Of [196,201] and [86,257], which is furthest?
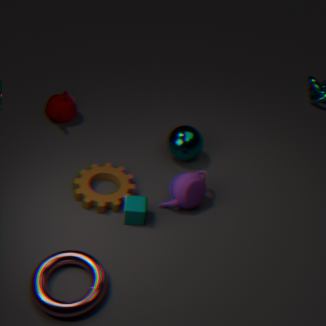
[196,201]
